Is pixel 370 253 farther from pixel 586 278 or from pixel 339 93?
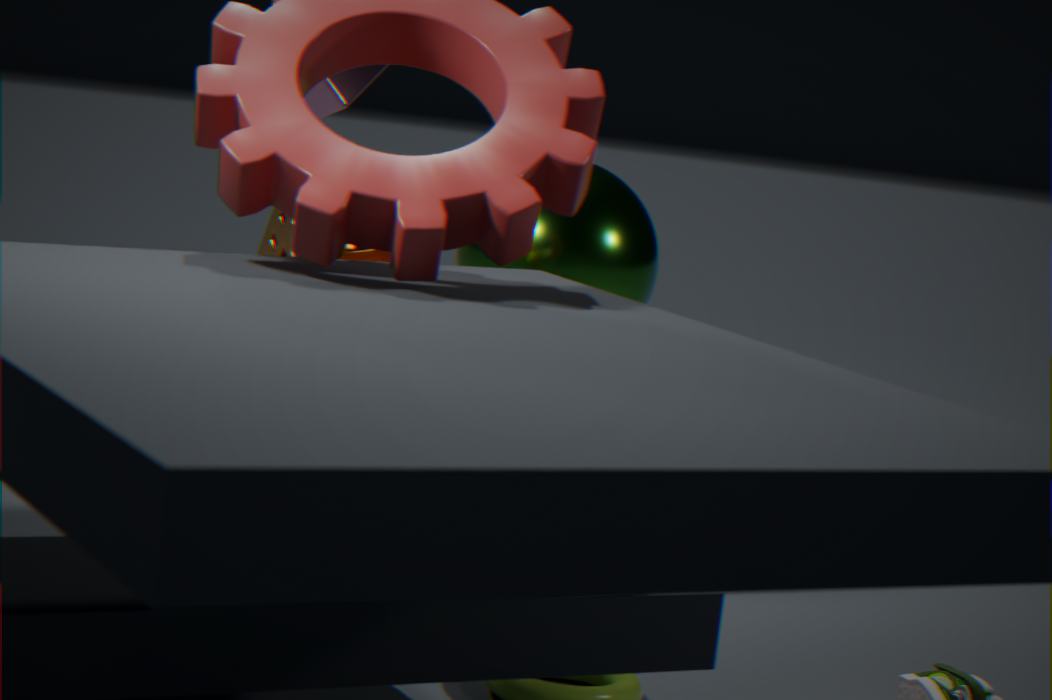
pixel 339 93
